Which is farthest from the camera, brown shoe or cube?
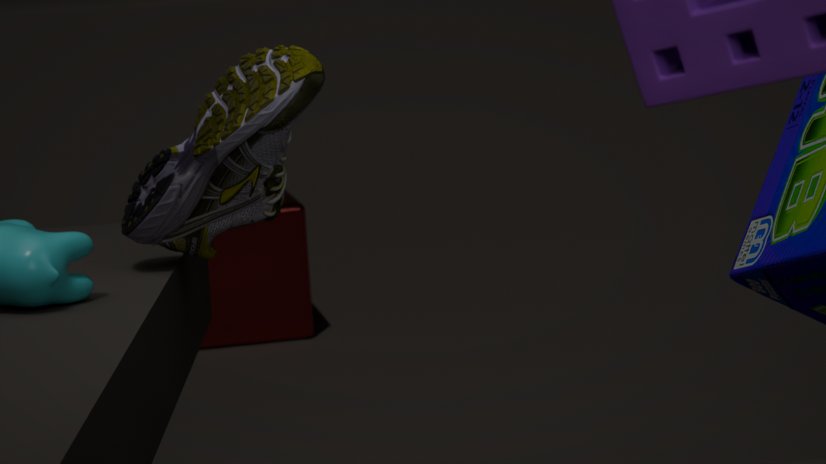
cube
